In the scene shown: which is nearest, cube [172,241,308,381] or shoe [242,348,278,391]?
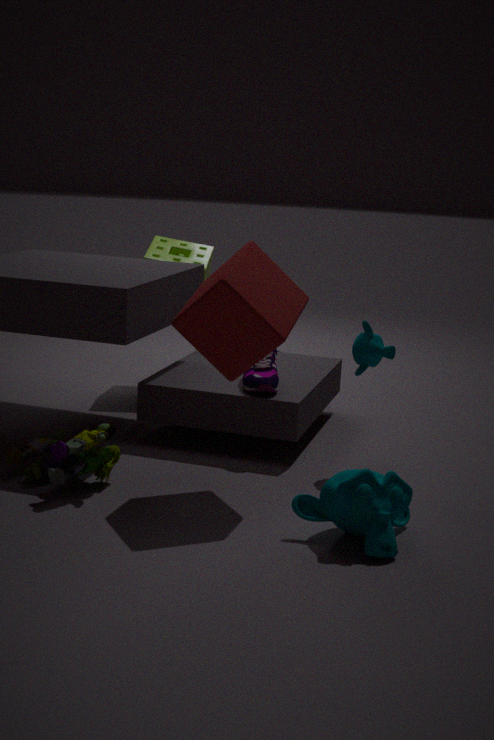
cube [172,241,308,381]
